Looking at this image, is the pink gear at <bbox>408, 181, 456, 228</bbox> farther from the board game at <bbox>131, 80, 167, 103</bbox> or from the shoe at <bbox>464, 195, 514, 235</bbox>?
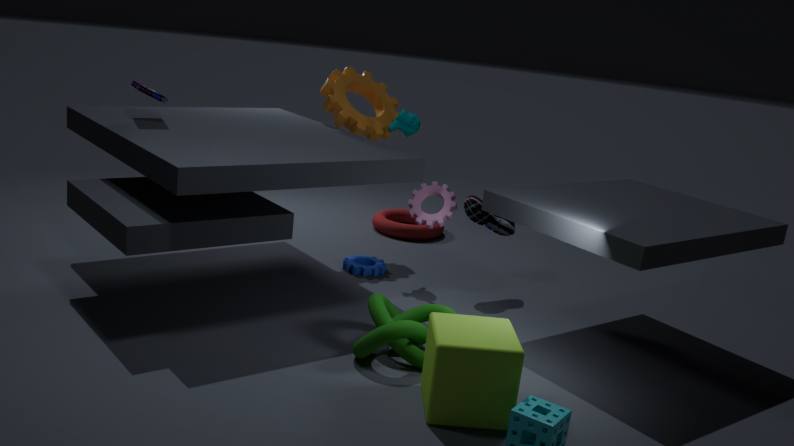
the board game at <bbox>131, 80, 167, 103</bbox>
